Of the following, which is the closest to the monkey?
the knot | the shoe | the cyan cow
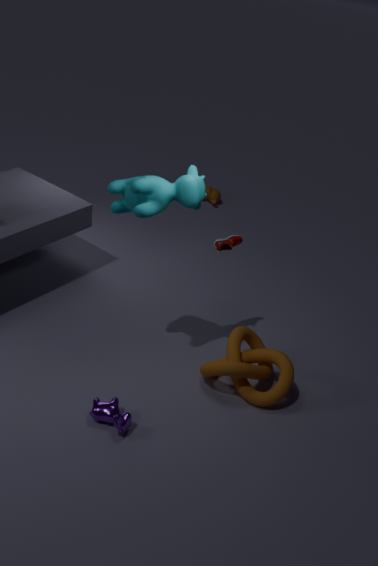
the shoe
